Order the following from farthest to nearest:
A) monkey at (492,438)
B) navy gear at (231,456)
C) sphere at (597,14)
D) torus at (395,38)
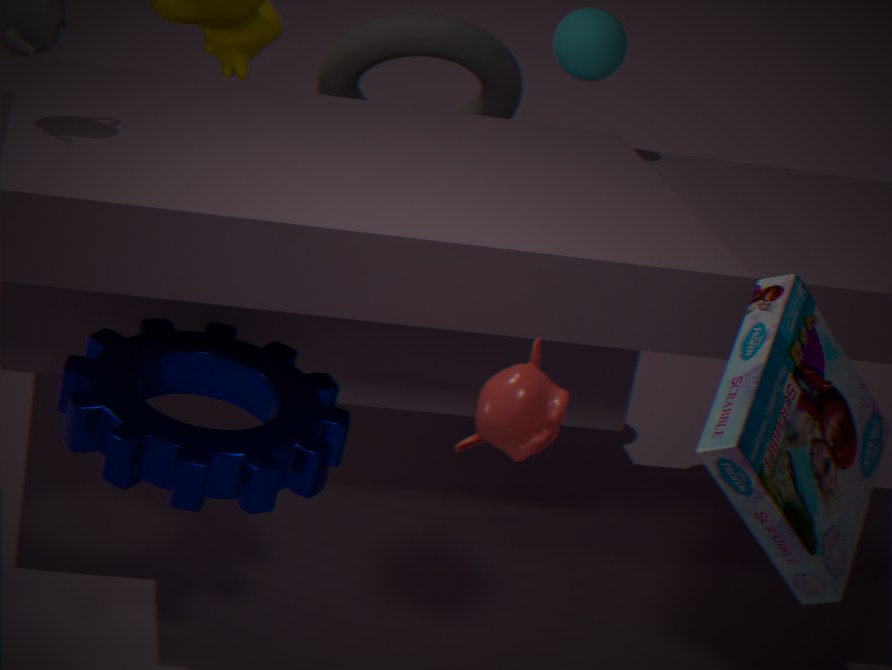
torus at (395,38) → sphere at (597,14) → navy gear at (231,456) → monkey at (492,438)
